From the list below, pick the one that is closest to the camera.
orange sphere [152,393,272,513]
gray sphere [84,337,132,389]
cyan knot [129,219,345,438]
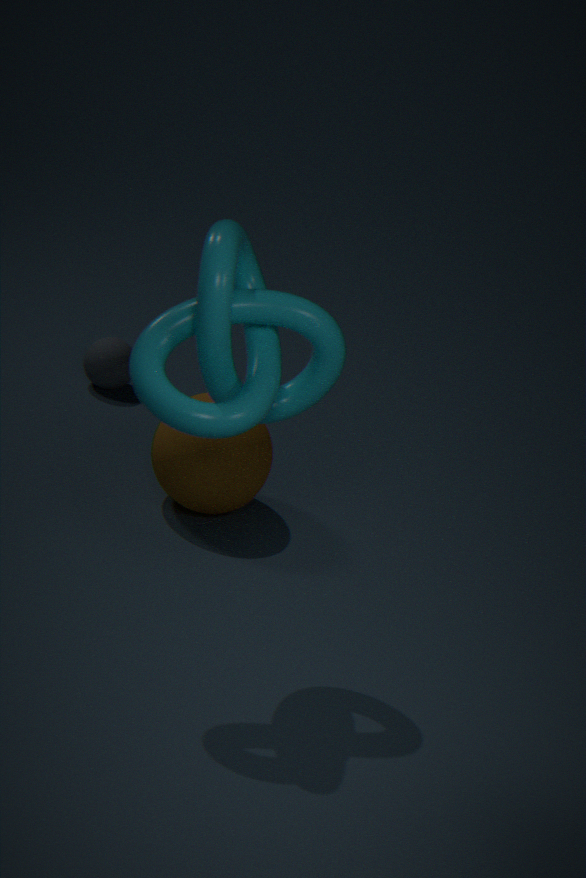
cyan knot [129,219,345,438]
